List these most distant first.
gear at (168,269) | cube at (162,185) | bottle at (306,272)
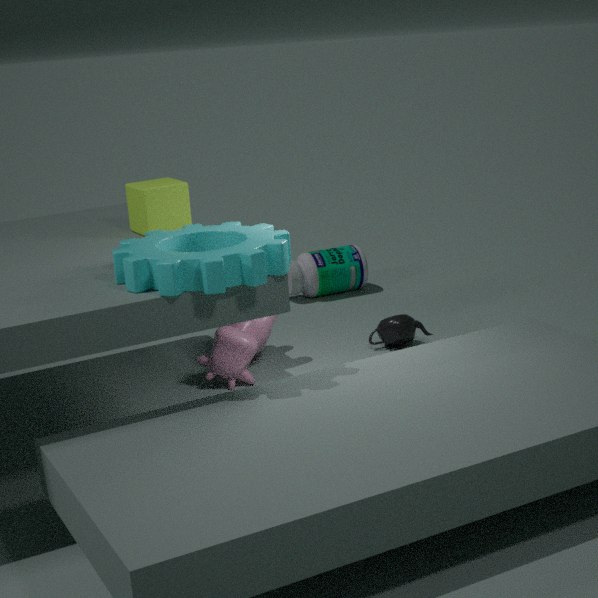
bottle at (306,272), cube at (162,185), gear at (168,269)
